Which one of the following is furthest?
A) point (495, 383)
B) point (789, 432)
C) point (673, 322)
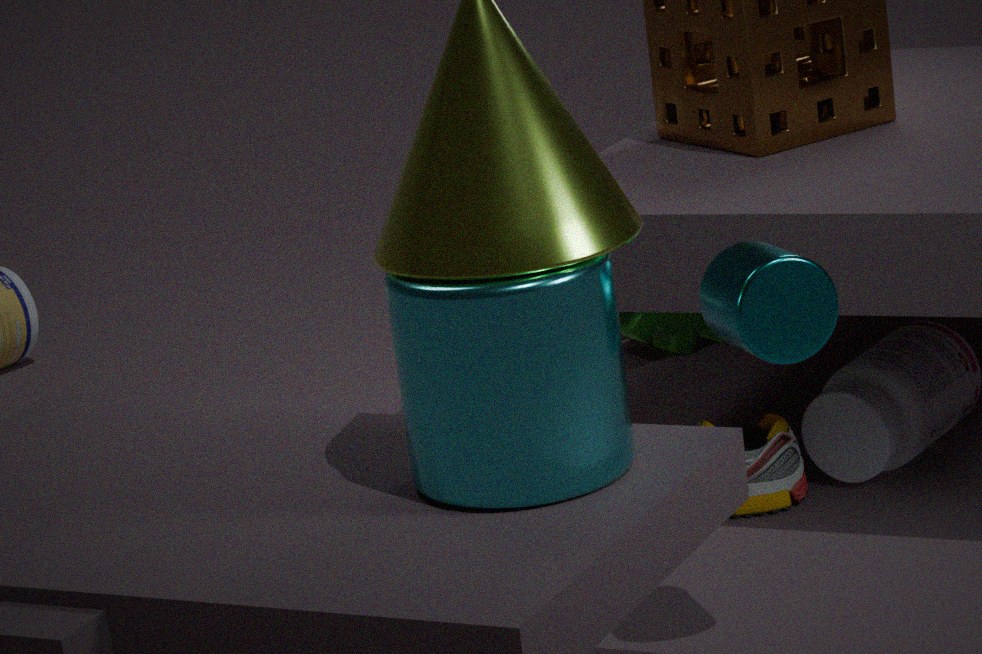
point (673, 322)
